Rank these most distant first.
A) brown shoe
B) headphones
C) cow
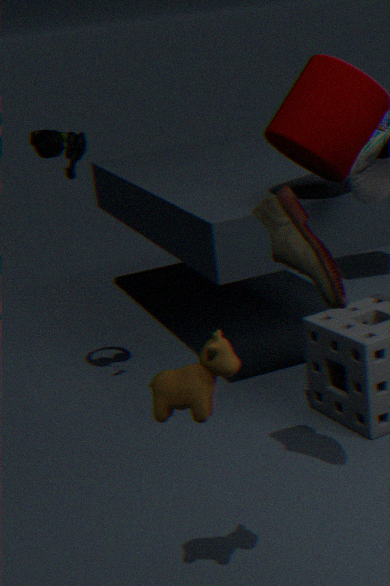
headphones
brown shoe
cow
